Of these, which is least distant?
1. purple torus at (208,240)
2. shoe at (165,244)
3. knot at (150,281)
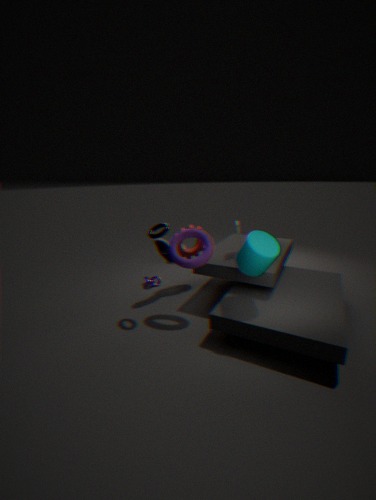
purple torus at (208,240)
